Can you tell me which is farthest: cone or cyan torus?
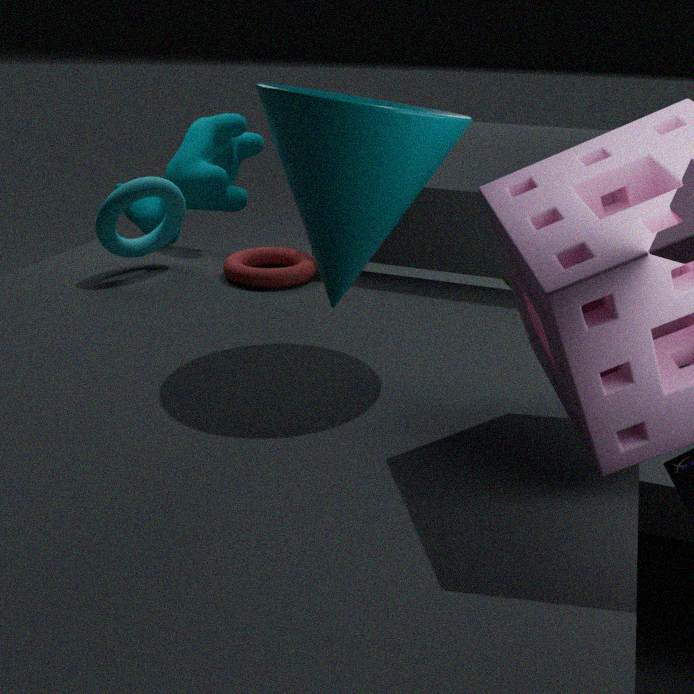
cyan torus
